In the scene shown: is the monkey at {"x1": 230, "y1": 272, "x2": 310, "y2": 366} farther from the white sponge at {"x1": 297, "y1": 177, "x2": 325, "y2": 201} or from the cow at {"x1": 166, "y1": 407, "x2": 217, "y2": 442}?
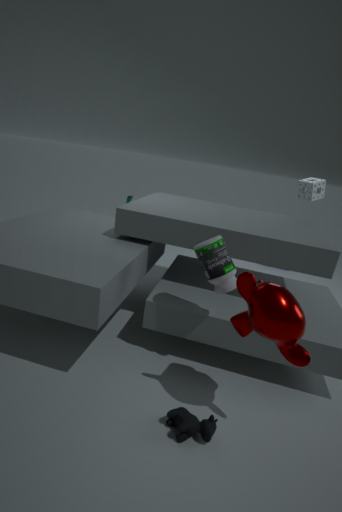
the white sponge at {"x1": 297, "y1": 177, "x2": 325, "y2": 201}
